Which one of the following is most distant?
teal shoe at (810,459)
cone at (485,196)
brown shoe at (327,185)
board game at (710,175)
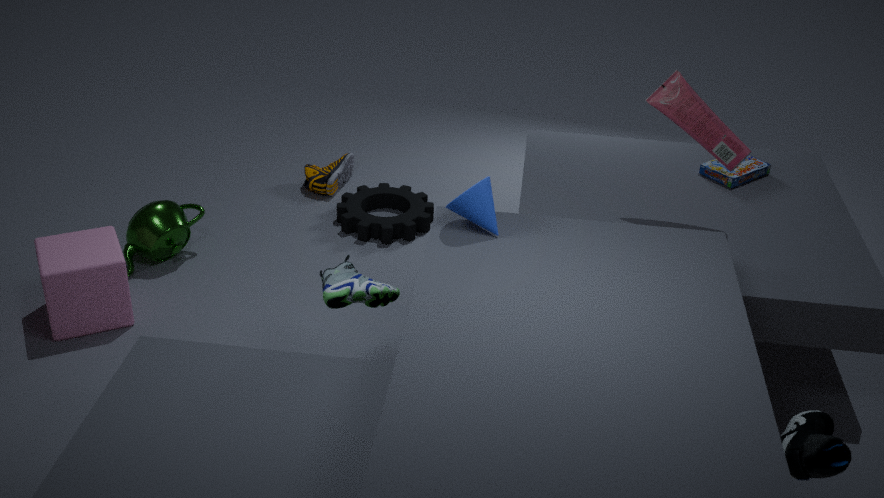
brown shoe at (327,185)
